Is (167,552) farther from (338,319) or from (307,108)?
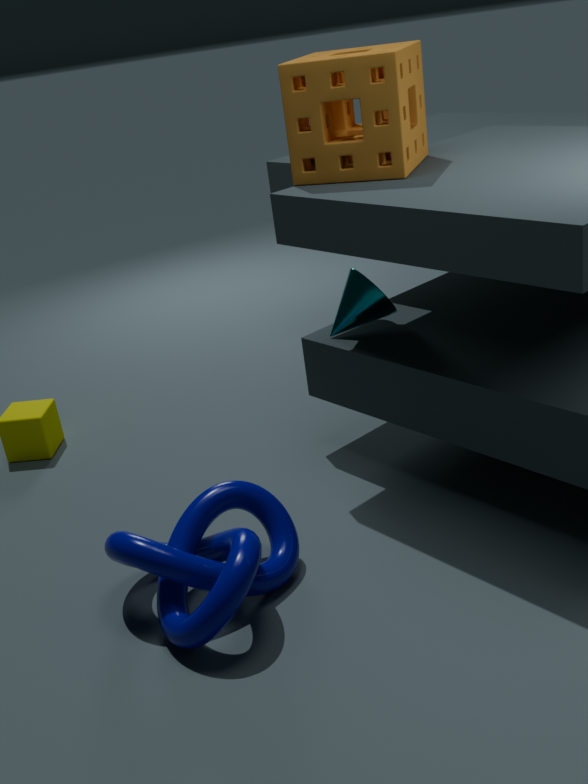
(307,108)
